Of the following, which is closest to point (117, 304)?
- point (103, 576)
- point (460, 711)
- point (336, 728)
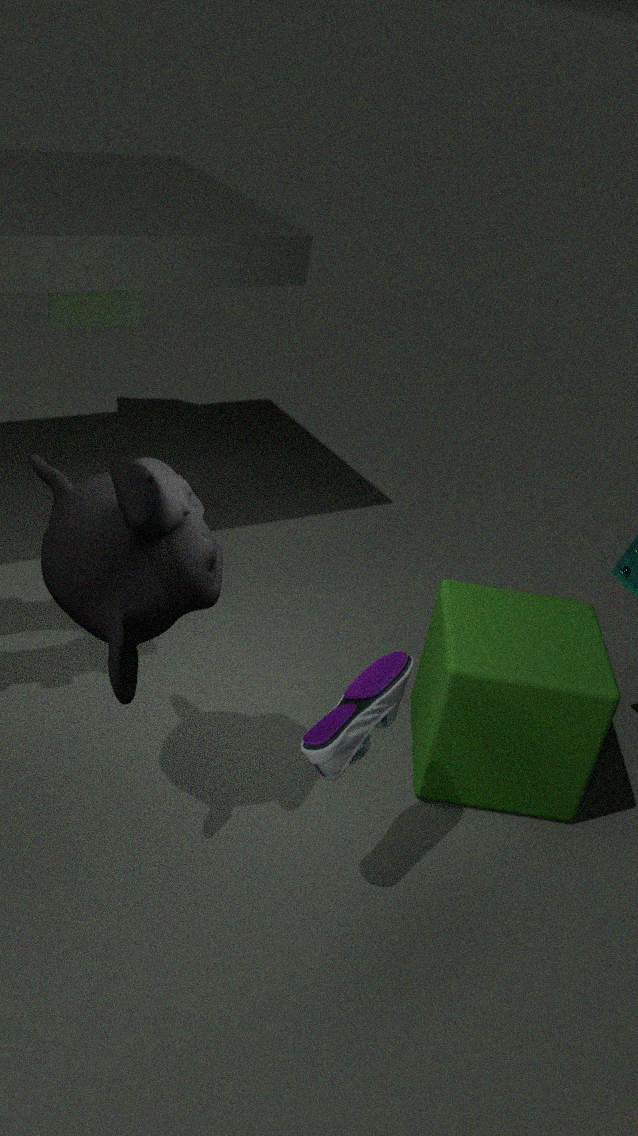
point (103, 576)
